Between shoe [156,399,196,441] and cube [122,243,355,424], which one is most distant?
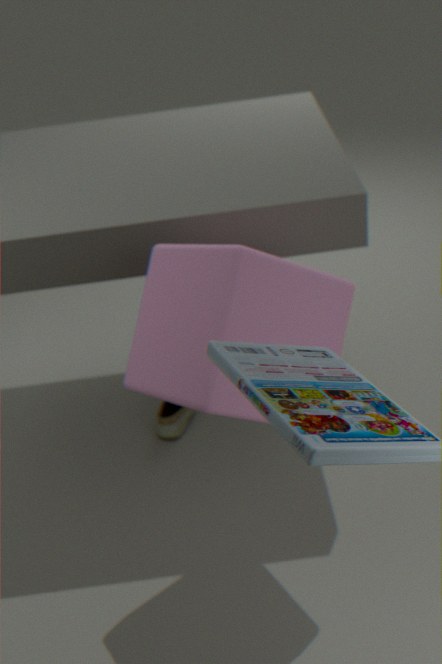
shoe [156,399,196,441]
